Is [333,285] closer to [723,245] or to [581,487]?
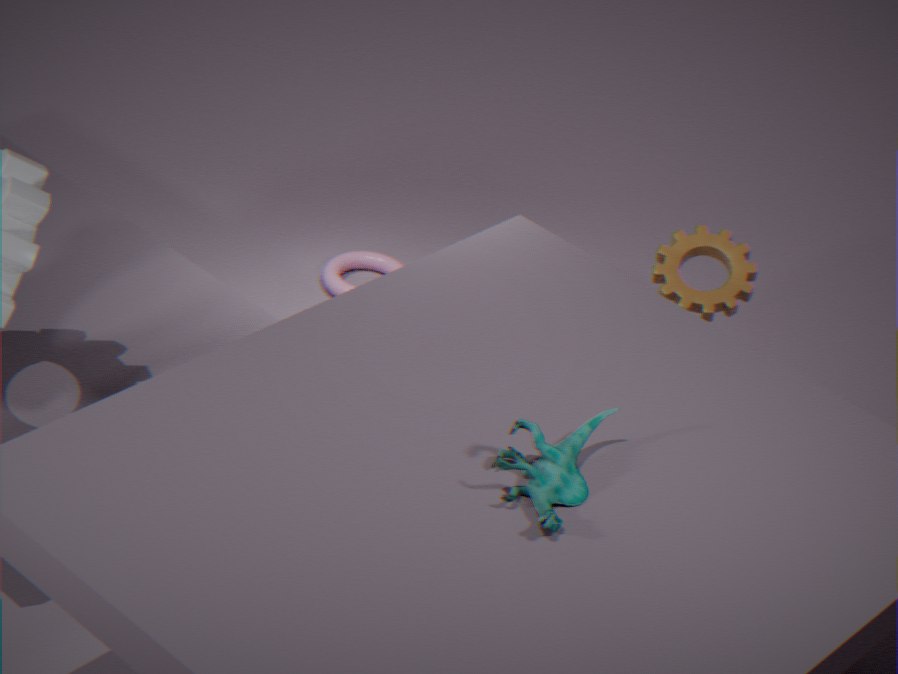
[723,245]
